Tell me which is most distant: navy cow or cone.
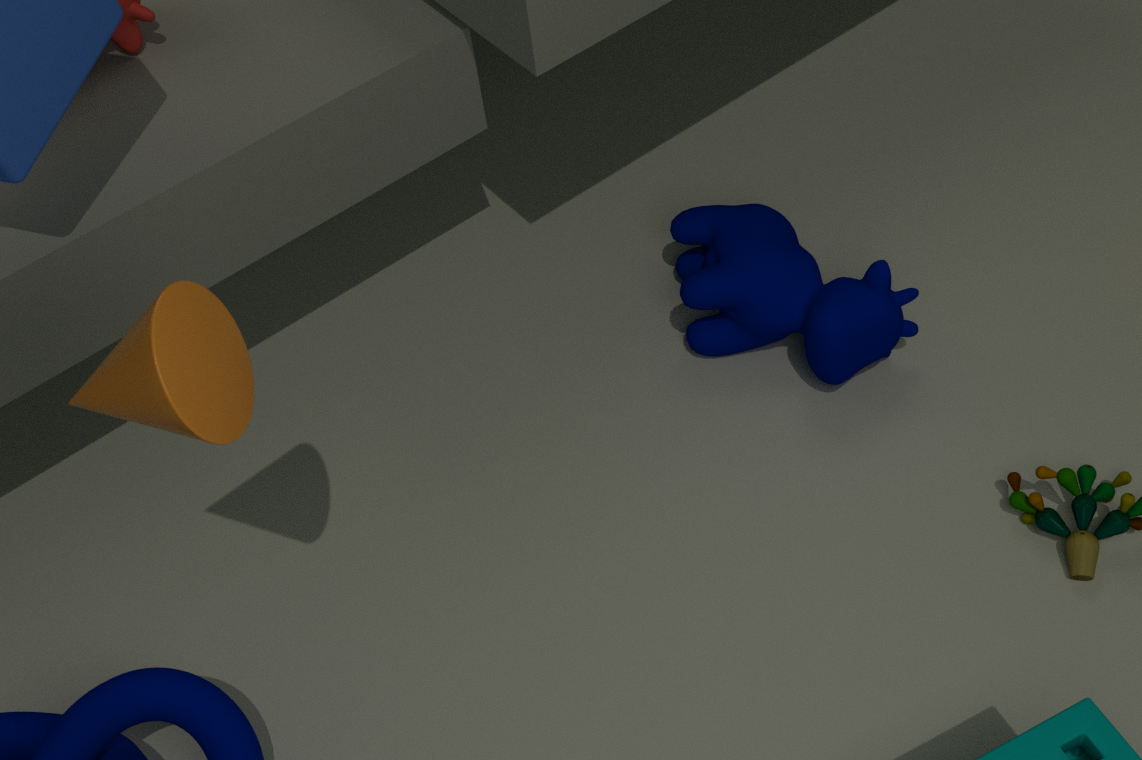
navy cow
